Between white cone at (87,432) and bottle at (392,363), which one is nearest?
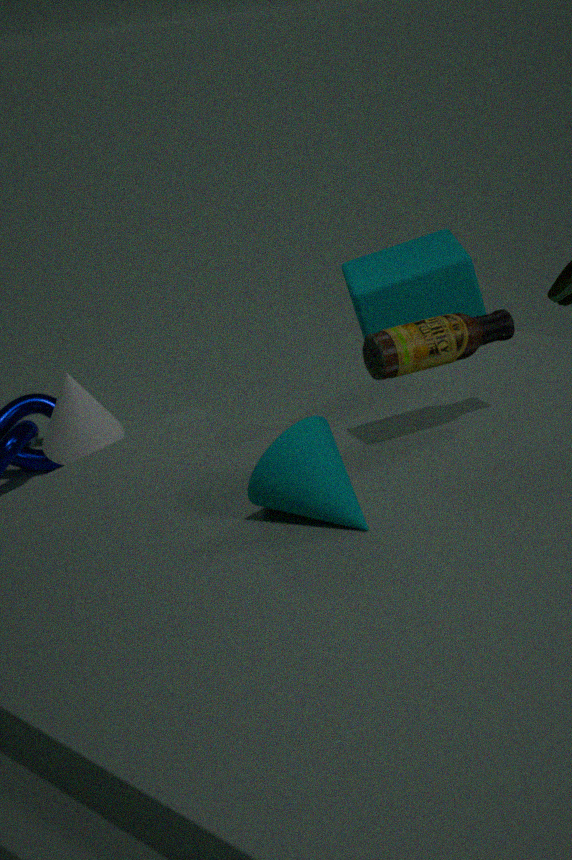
bottle at (392,363)
